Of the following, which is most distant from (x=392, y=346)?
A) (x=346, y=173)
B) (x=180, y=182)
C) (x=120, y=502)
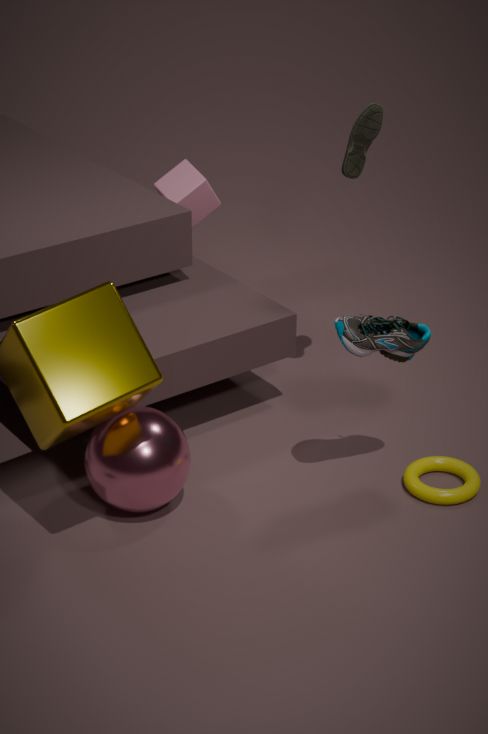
(x=180, y=182)
